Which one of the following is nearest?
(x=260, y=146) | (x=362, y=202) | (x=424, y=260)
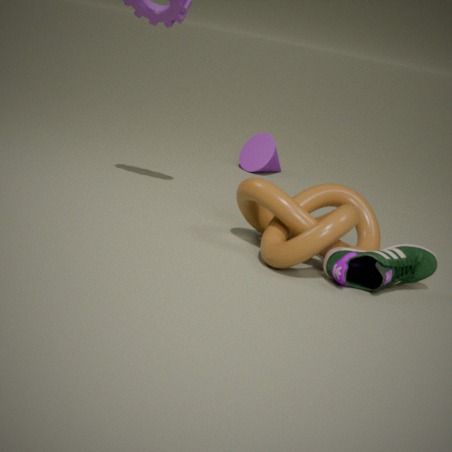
(x=424, y=260)
